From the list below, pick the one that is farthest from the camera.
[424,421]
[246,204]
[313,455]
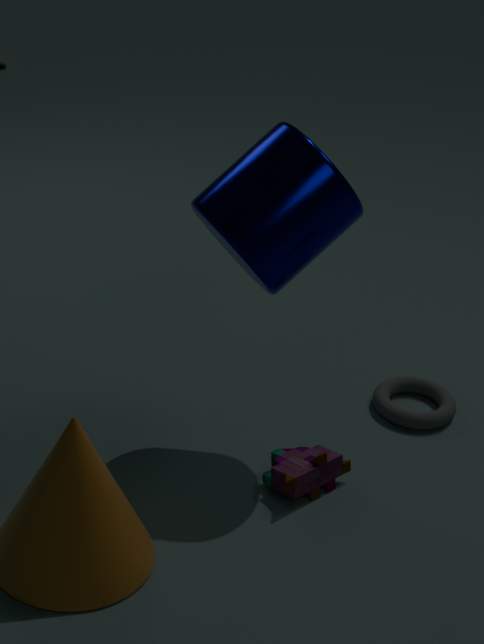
[424,421]
